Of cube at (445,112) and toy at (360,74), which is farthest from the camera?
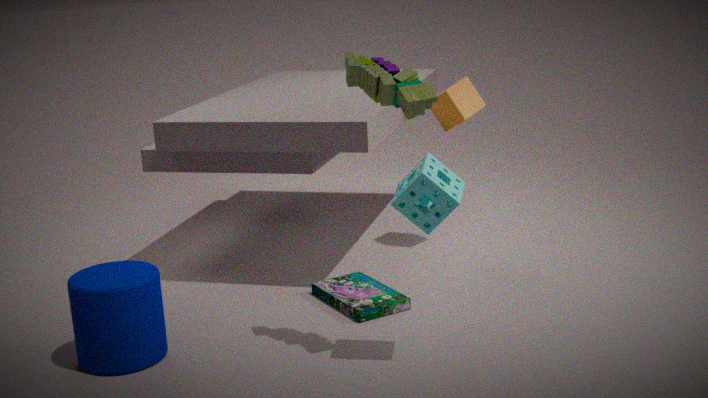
cube at (445,112)
